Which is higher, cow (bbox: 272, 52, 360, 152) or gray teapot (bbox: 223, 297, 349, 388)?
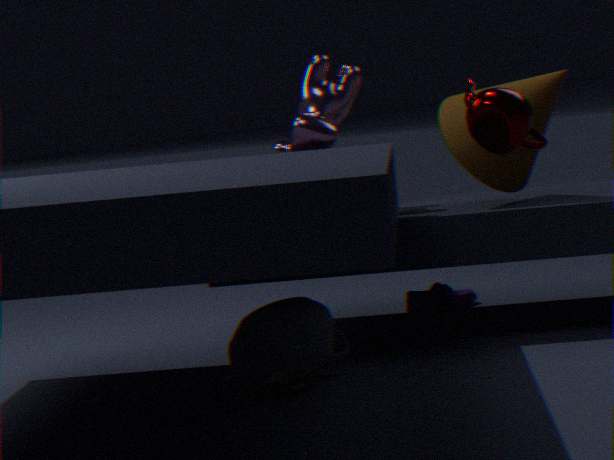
cow (bbox: 272, 52, 360, 152)
